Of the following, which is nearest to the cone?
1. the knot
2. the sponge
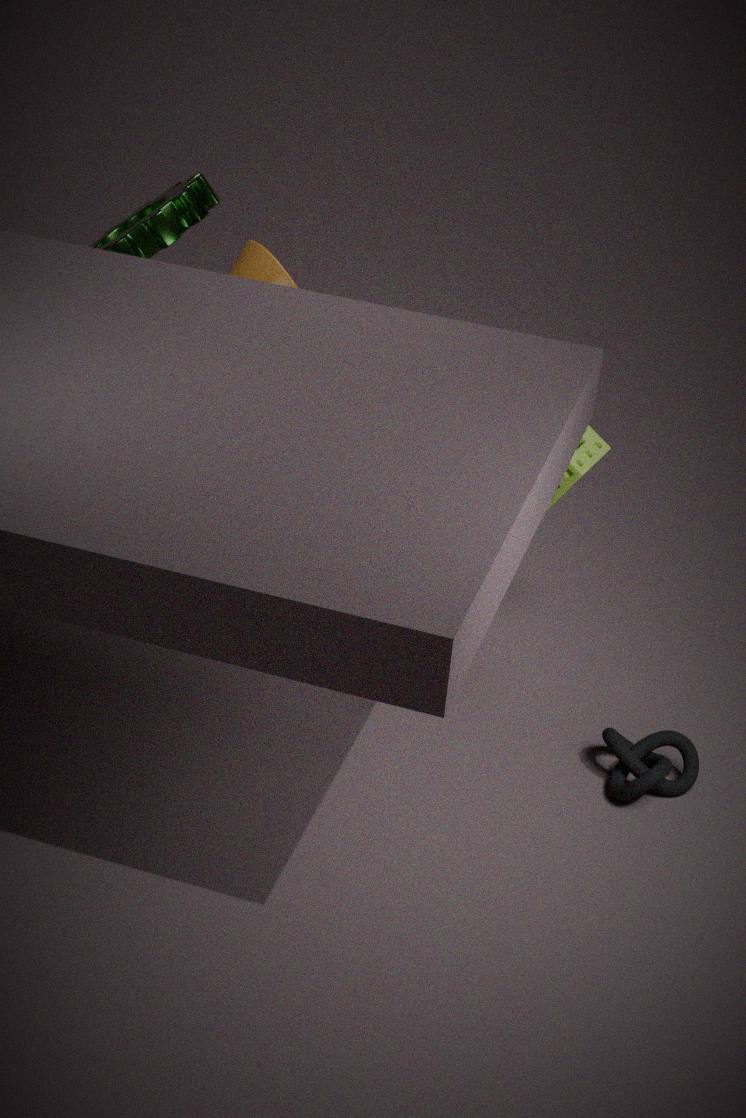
the sponge
